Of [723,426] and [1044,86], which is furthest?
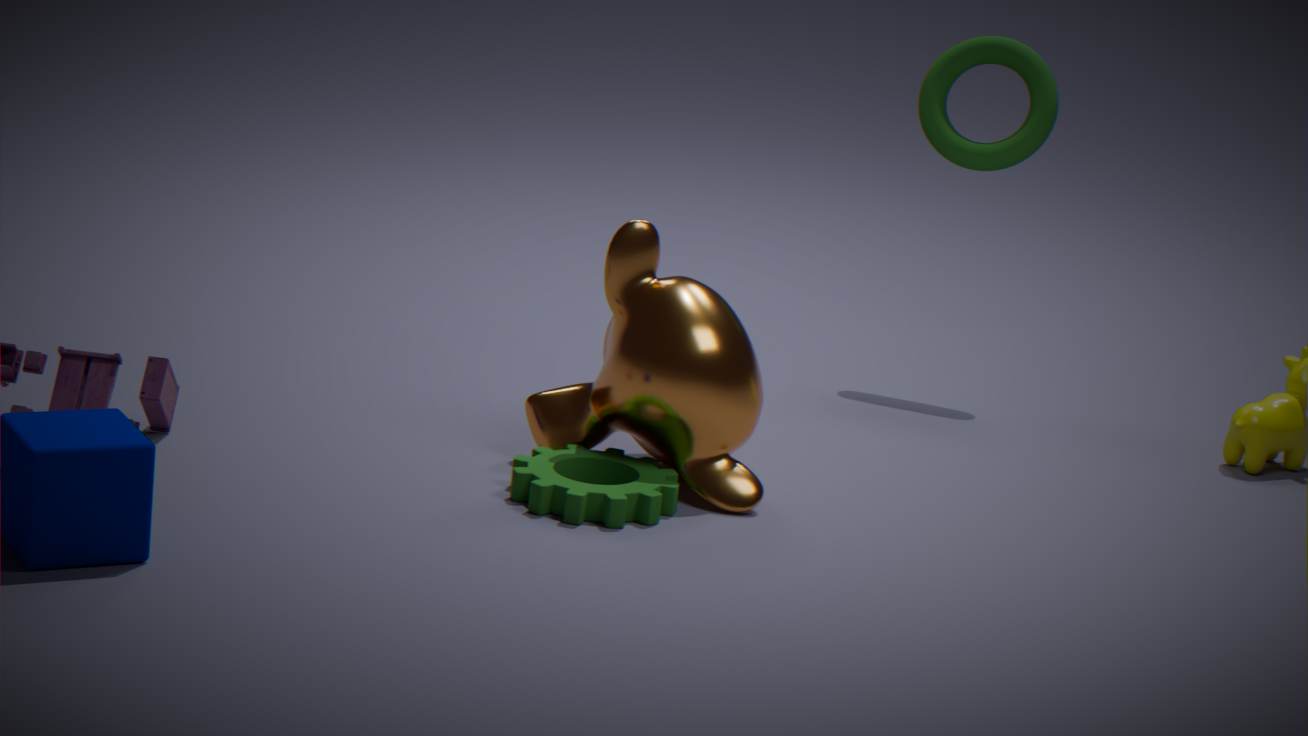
[1044,86]
